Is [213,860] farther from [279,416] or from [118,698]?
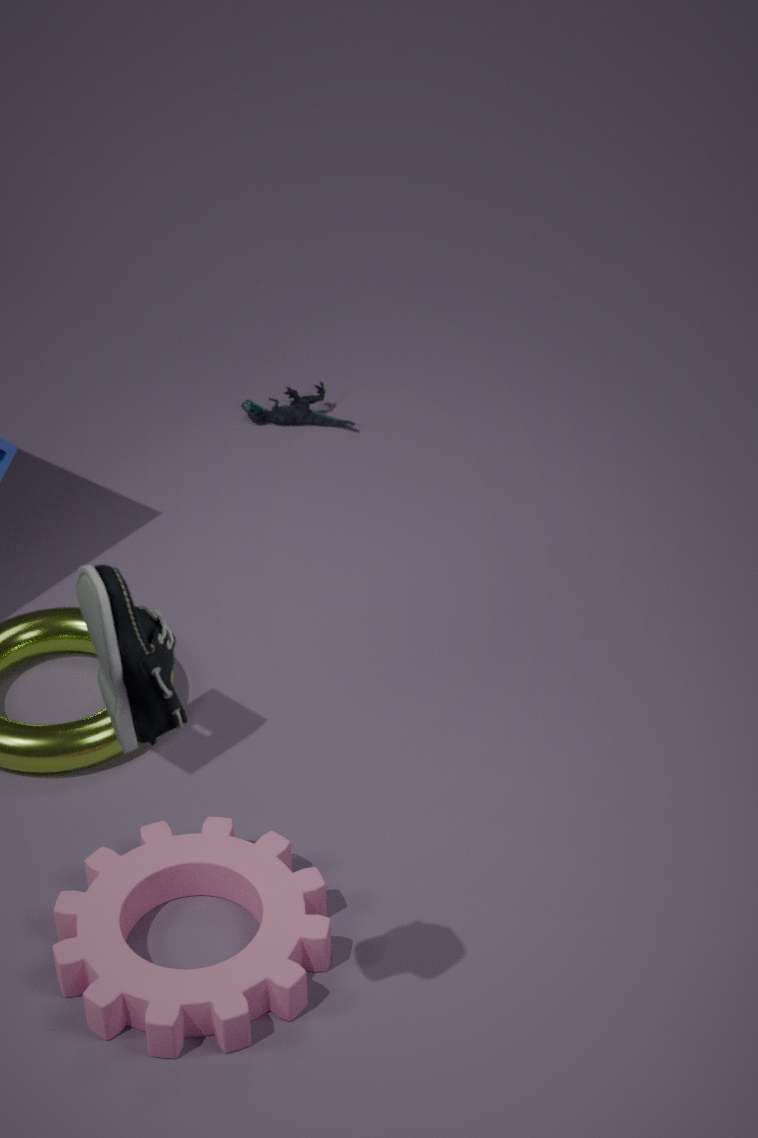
[279,416]
